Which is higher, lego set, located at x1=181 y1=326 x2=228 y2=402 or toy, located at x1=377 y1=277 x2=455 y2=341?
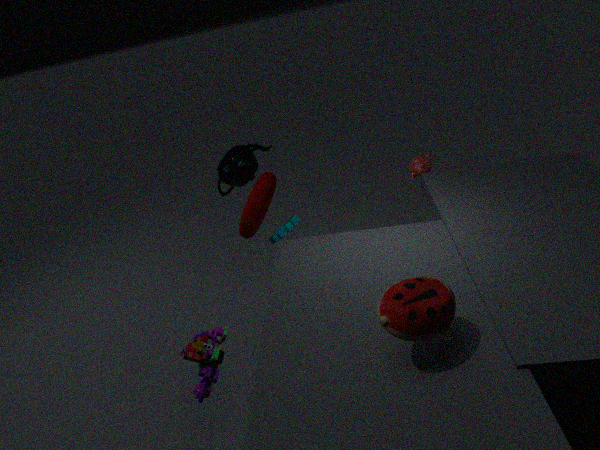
toy, located at x1=377 y1=277 x2=455 y2=341
